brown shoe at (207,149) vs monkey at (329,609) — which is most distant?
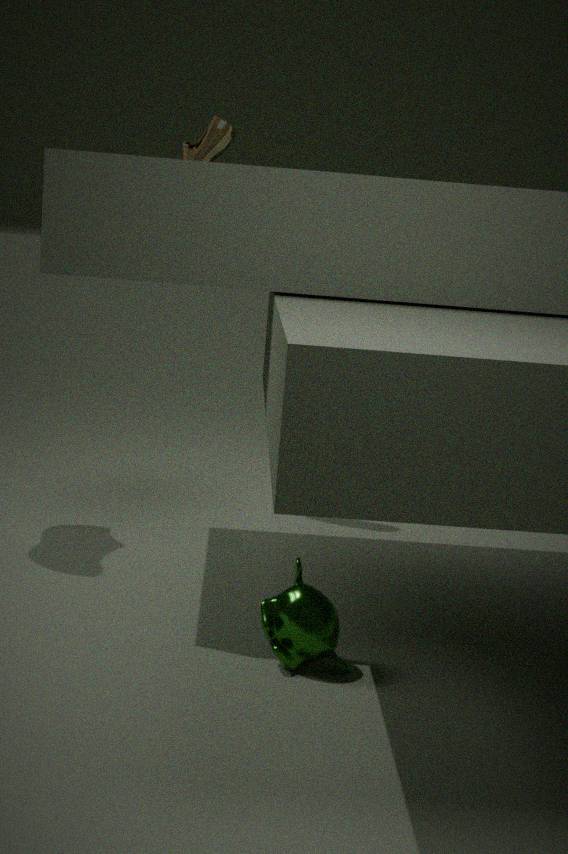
brown shoe at (207,149)
